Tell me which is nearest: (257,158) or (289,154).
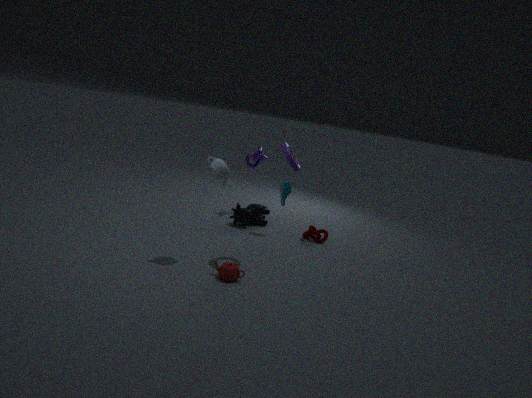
(289,154)
